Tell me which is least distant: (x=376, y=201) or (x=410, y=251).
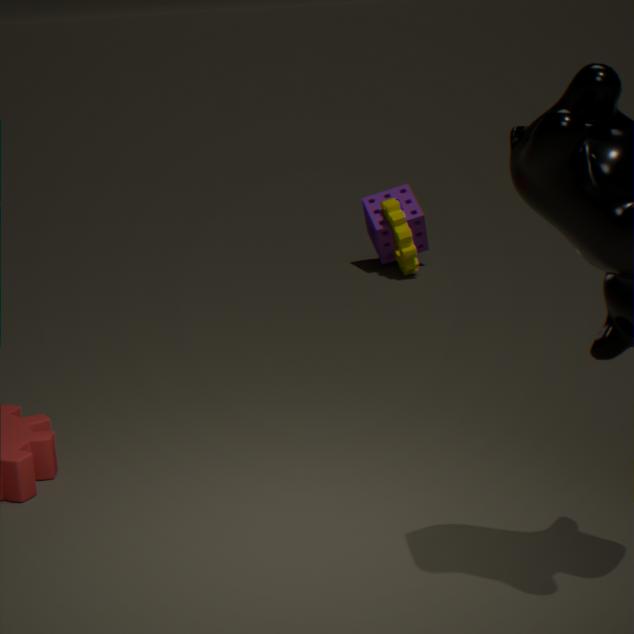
(x=410, y=251)
